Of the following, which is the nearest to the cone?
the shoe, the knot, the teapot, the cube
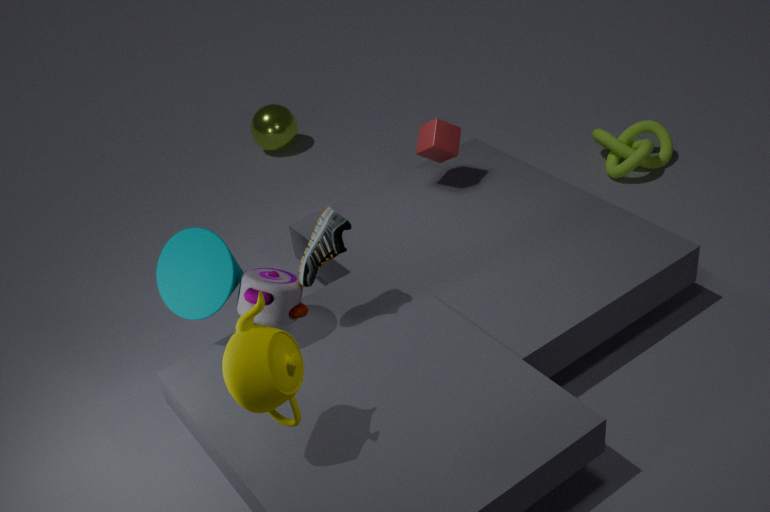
the shoe
